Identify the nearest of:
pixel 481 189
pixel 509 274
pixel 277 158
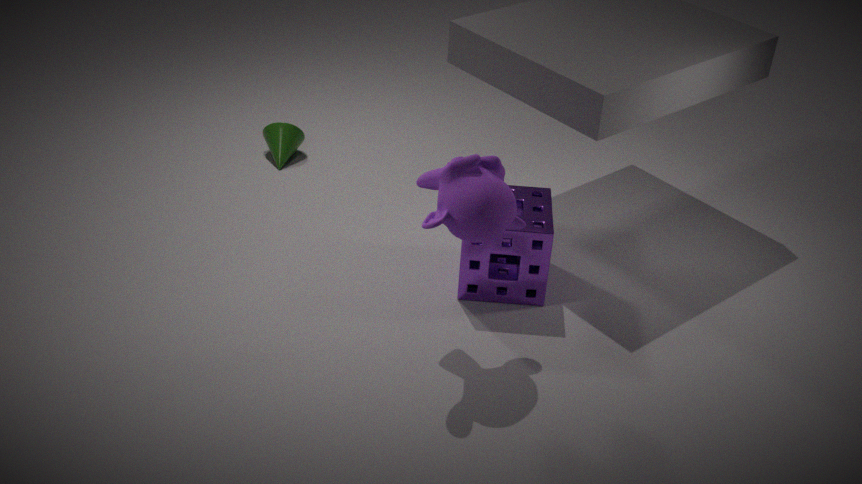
pixel 481 189
